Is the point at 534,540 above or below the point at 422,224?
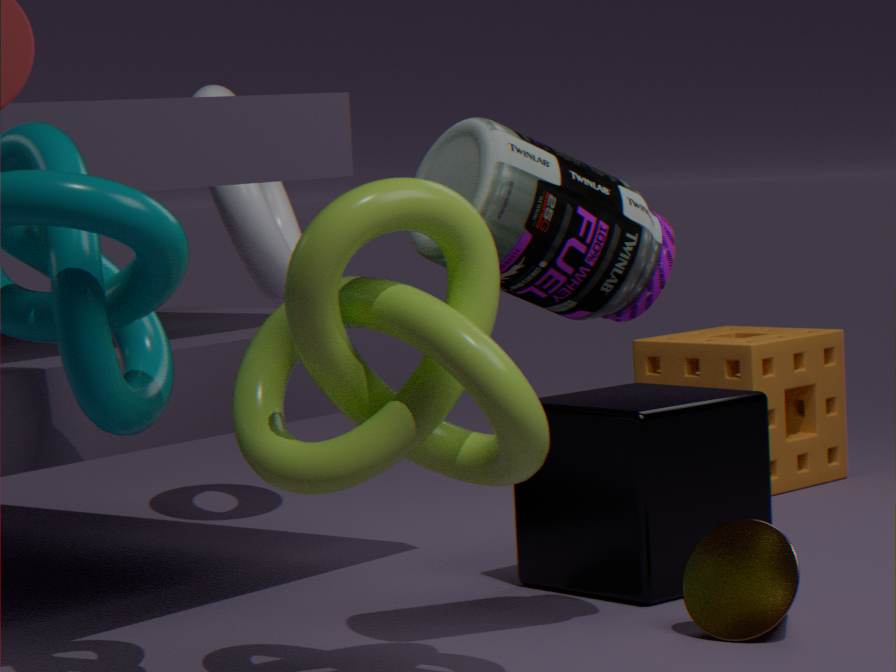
below
